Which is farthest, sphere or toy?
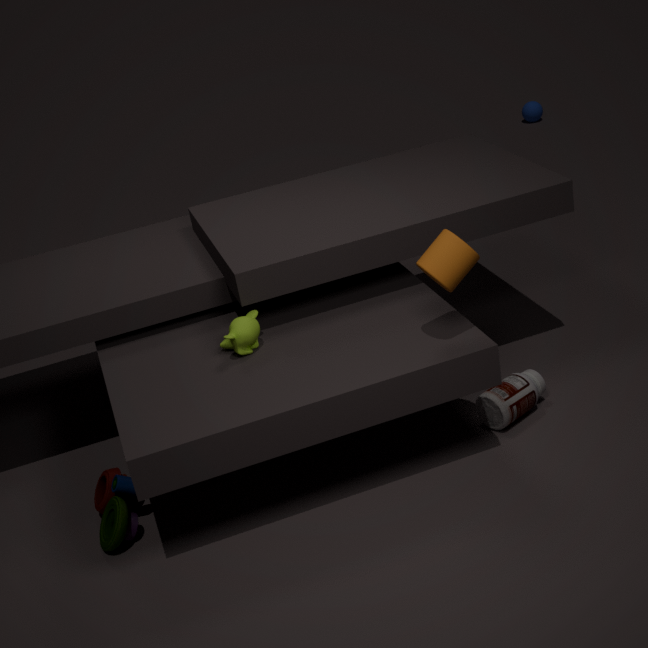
sphere
